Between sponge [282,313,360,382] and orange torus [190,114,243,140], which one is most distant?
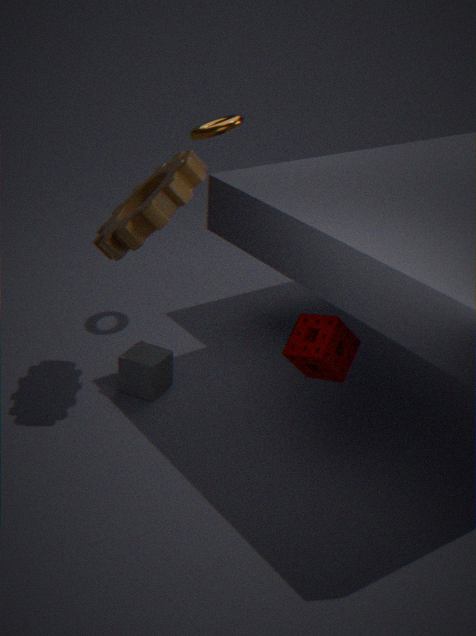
orange torus [190,114,243,140]
